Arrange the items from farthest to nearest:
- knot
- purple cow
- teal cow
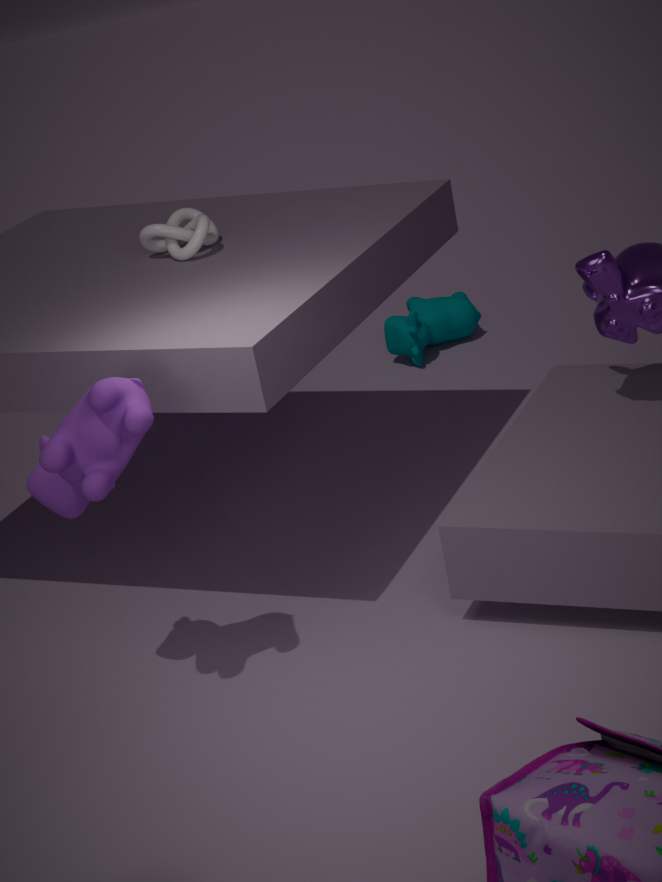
teal cow, knot, purple cow
